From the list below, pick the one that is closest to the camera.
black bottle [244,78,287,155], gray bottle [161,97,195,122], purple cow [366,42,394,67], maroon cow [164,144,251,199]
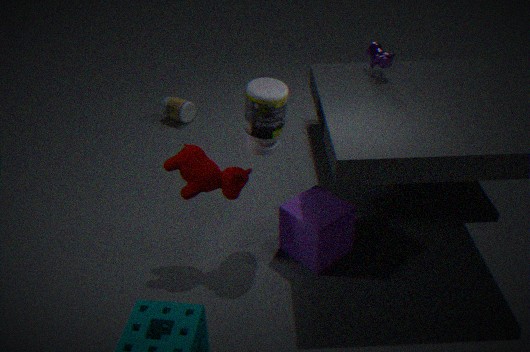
black bottle [244,78,287,155]
